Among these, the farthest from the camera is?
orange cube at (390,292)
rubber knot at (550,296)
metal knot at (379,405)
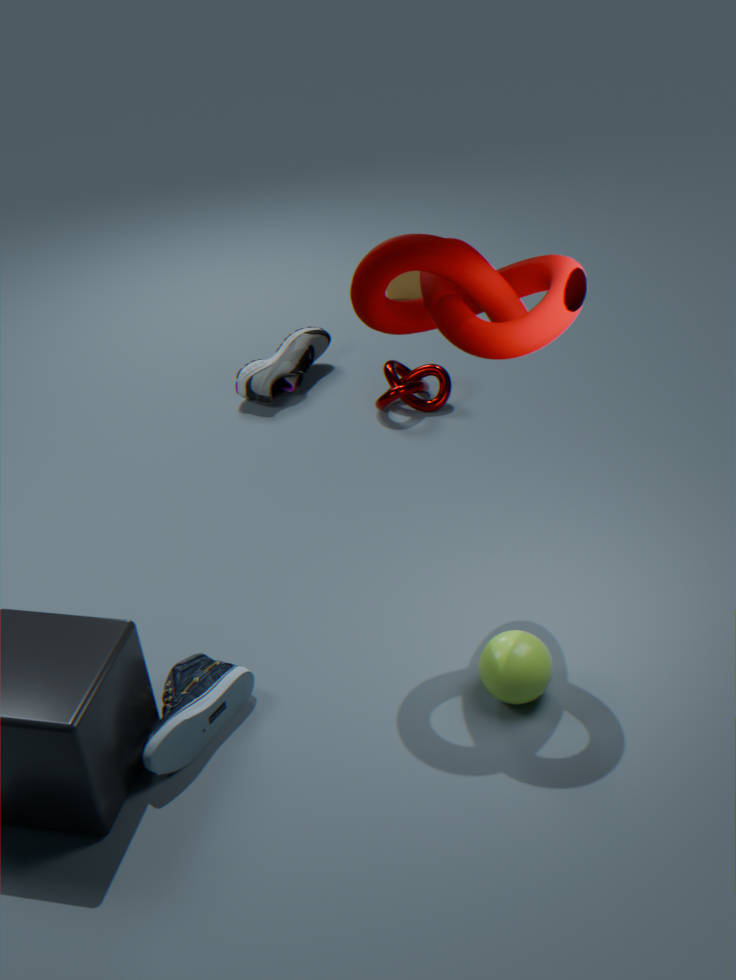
orange cube at (390,292)
